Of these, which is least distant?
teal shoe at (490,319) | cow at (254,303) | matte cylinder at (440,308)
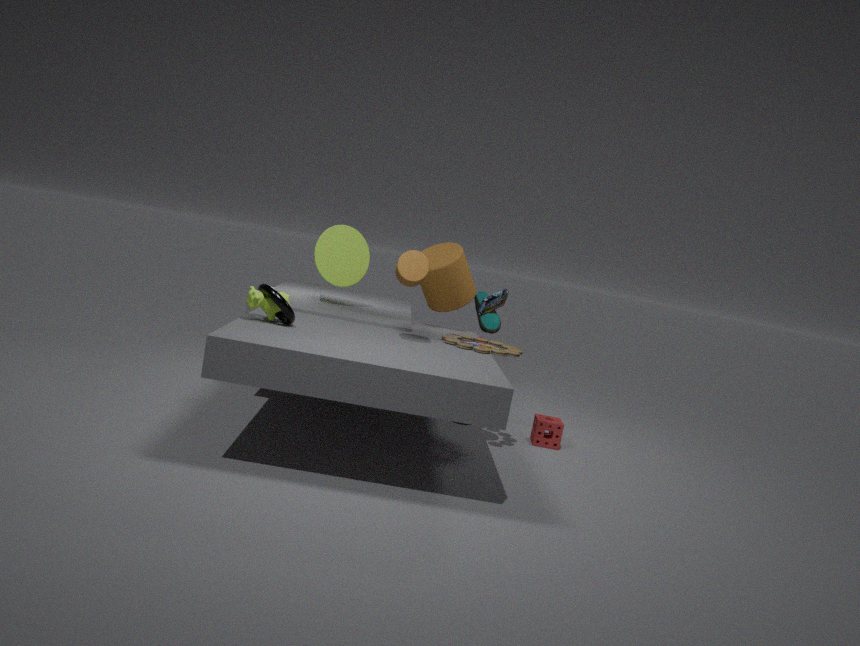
cow at (254,303)
